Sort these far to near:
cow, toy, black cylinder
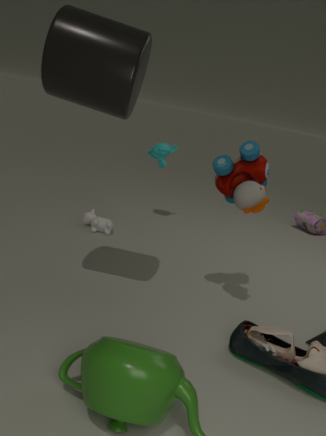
cow → toy → black cylinder
